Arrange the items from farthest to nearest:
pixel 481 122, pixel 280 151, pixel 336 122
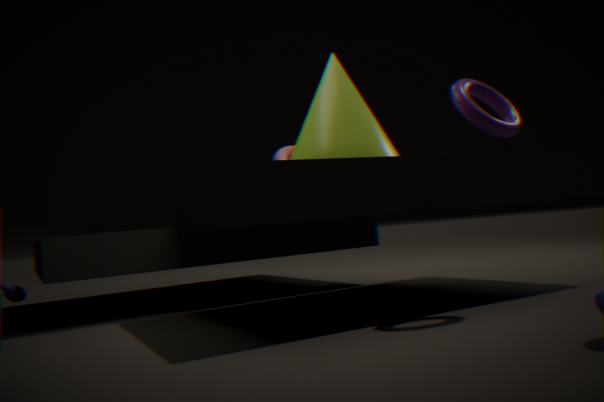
pixel 280 151, pixel 336 122, pixel 481 122
